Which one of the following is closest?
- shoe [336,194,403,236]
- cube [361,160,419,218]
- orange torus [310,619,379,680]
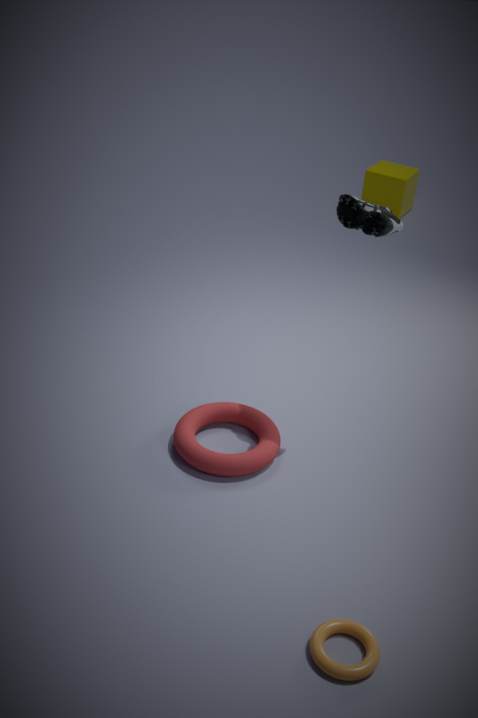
orange torus [310,619,379,680]
